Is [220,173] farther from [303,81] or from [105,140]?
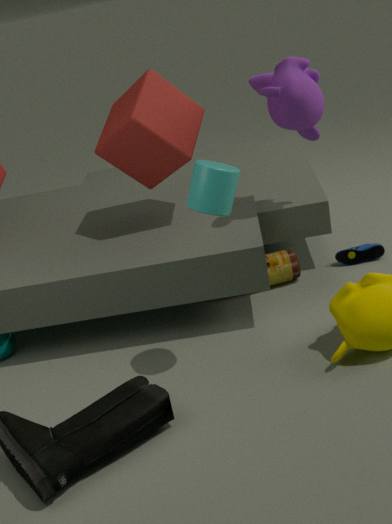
[105,140]
